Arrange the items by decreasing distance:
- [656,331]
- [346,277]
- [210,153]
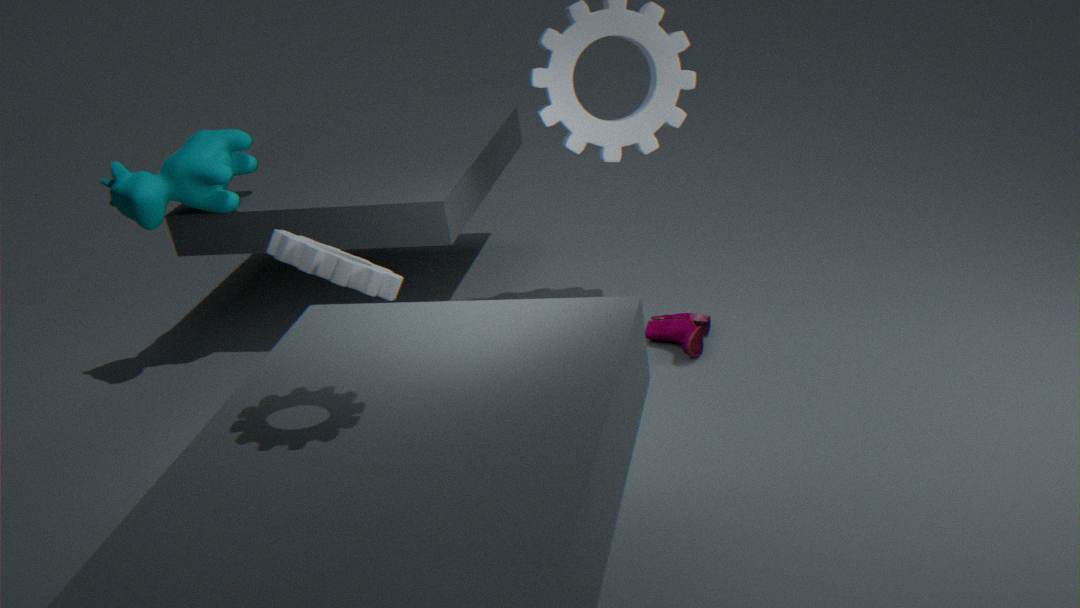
[210,153], [656,331], [346,277]
